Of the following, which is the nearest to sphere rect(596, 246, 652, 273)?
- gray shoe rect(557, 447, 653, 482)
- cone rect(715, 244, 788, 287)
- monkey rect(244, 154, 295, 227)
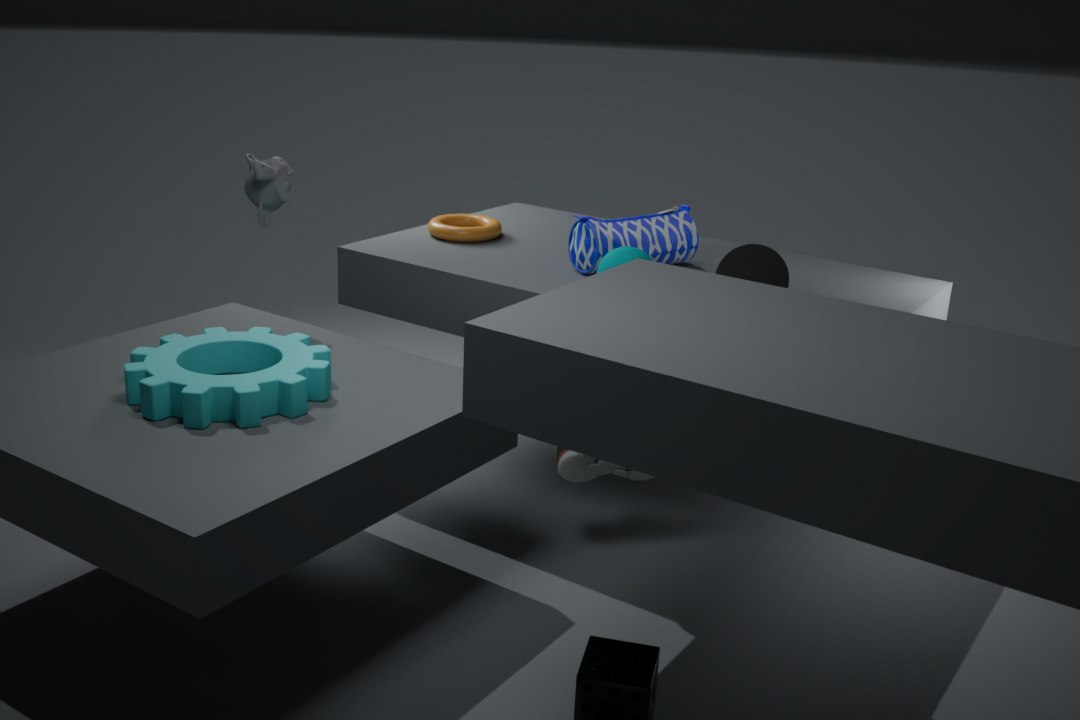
cone rect(715, 244, 788, 287)
